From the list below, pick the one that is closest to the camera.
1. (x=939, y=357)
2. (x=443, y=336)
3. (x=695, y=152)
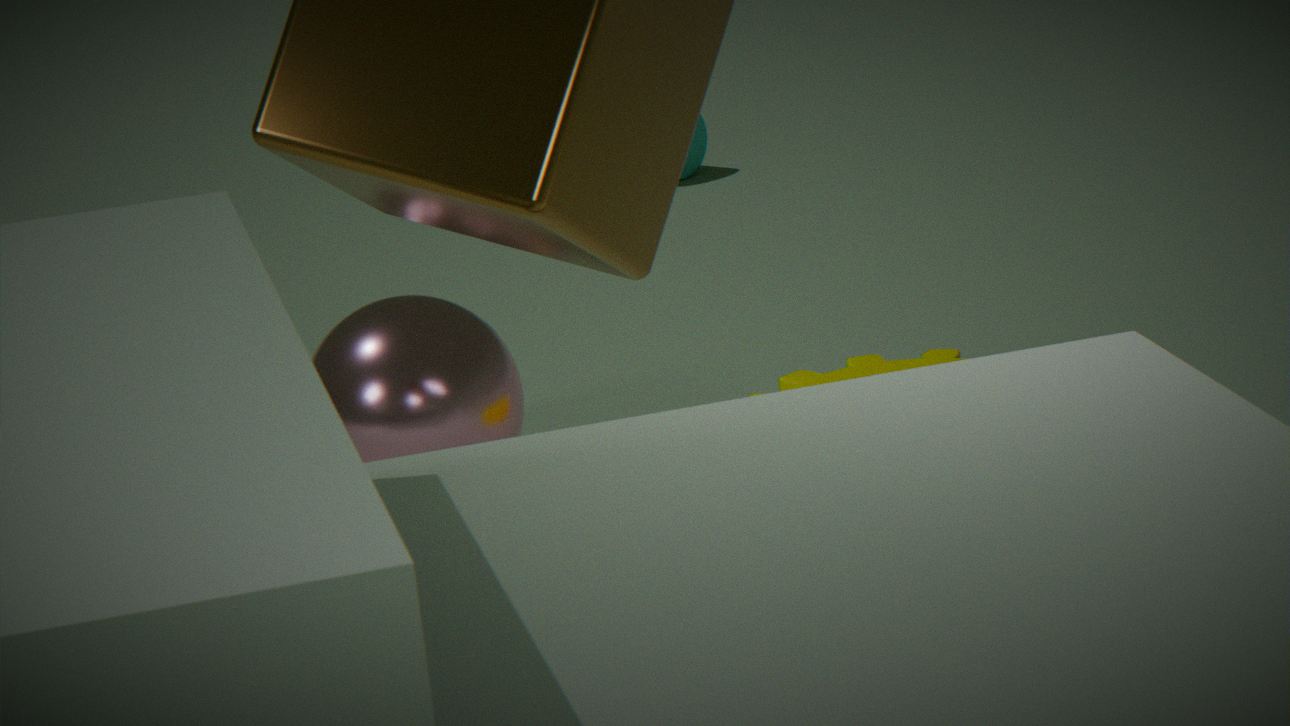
(x=443, y=336)
